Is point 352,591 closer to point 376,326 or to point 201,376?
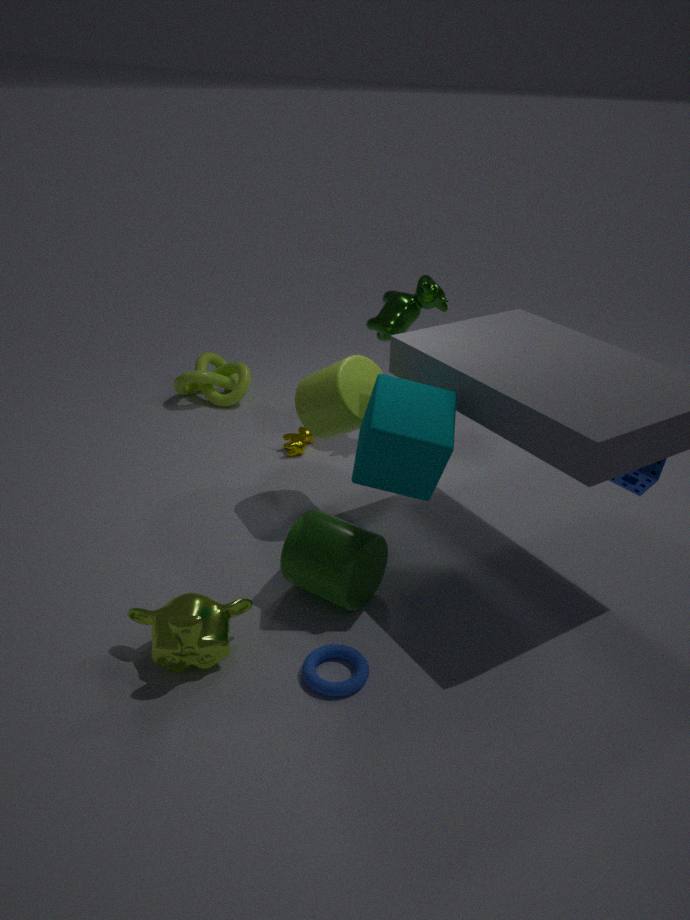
point 376,326
